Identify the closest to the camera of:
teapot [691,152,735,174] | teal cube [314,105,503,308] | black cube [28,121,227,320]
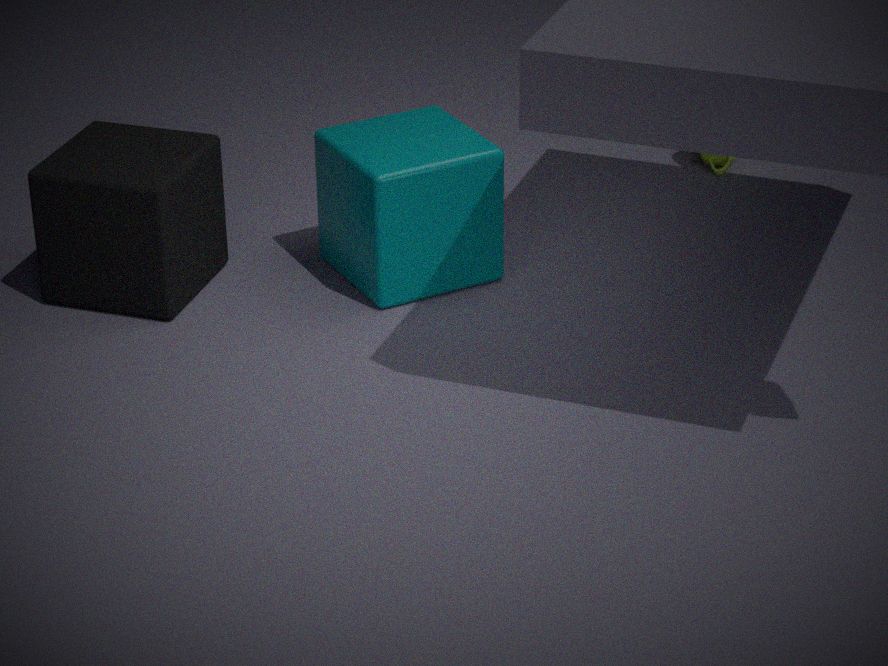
black cube [28,121,227,320]
